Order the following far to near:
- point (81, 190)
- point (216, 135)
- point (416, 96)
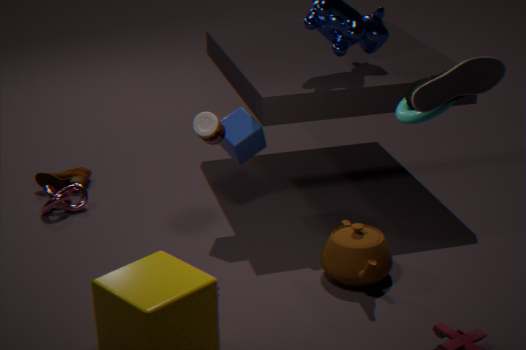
point (81, 190)
point (216, 135)
point (416, 96)
